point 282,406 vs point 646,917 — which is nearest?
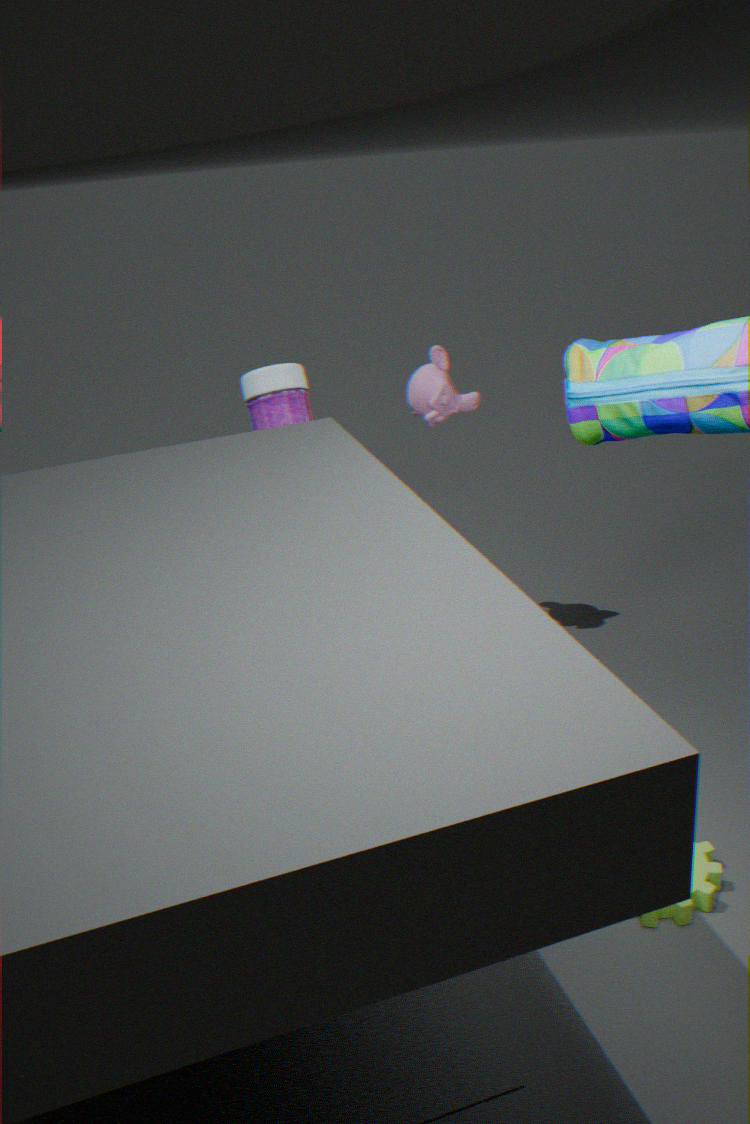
point 646,917
